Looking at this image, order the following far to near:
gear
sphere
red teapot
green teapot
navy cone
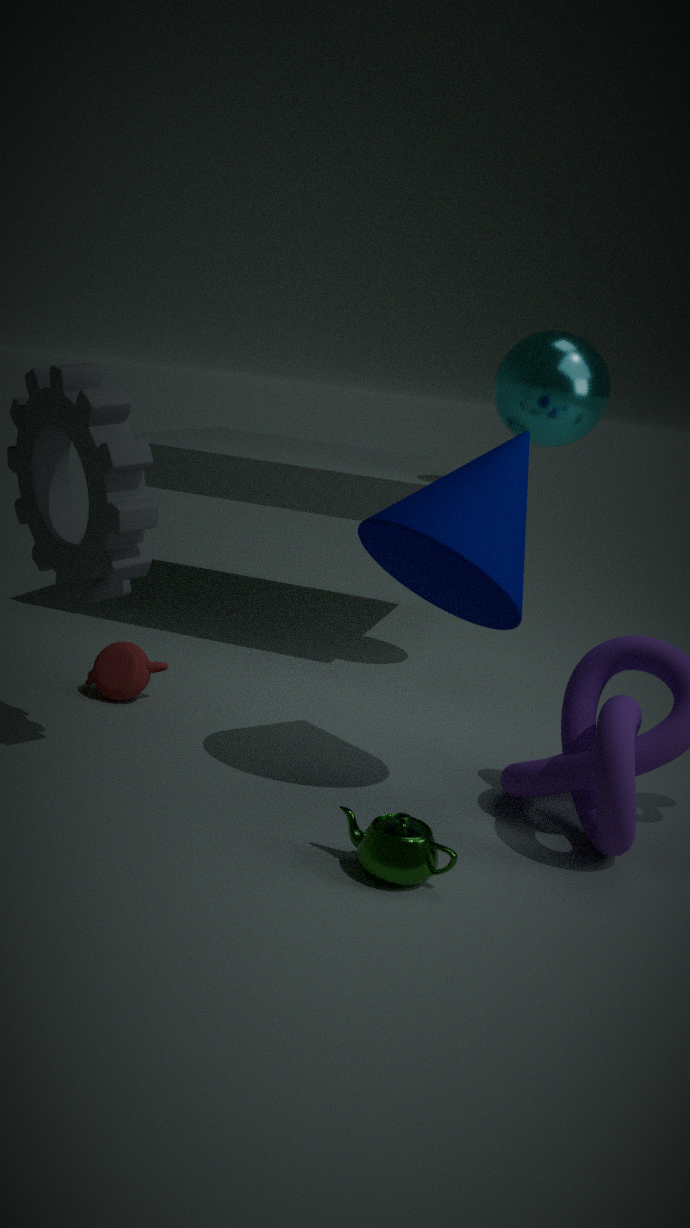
sphere < red teapot < navy cone < gear < green teapot
